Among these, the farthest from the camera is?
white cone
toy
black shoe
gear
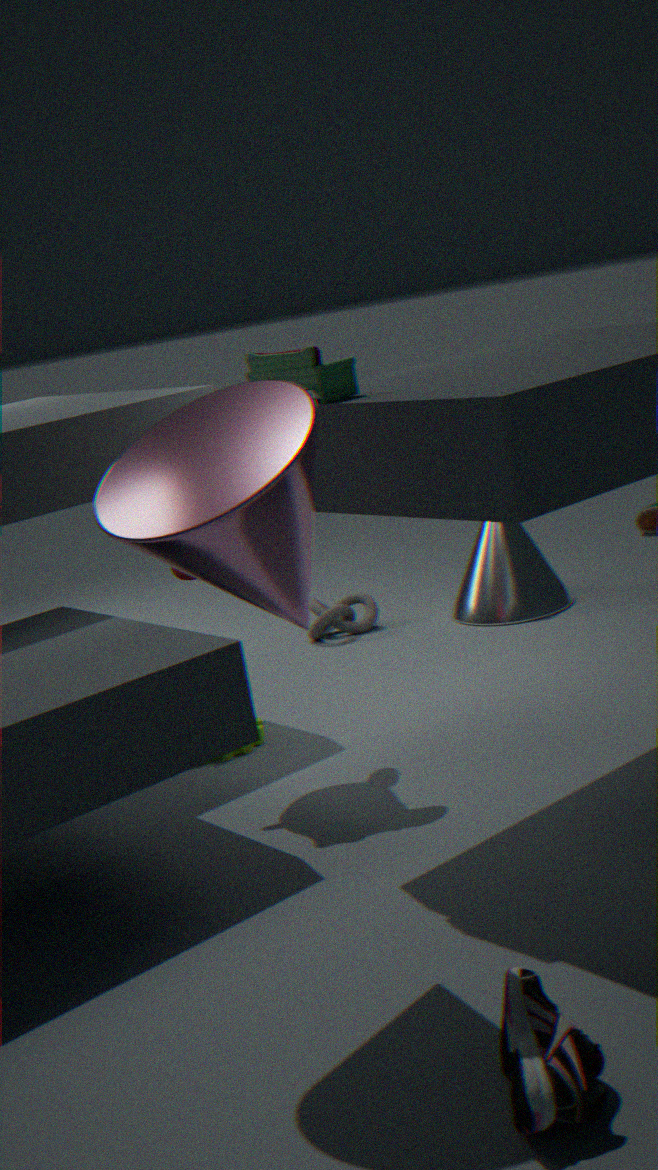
white cone
